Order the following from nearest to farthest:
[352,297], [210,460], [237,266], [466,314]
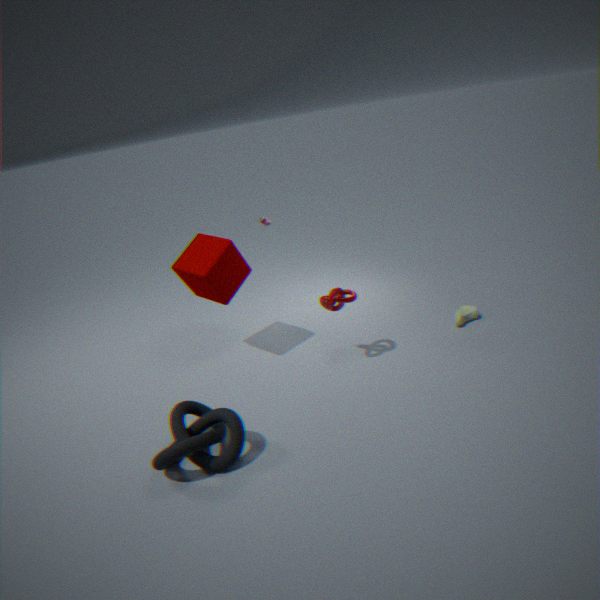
[210,460] < [352,297] < [237,266] < [466,314]
